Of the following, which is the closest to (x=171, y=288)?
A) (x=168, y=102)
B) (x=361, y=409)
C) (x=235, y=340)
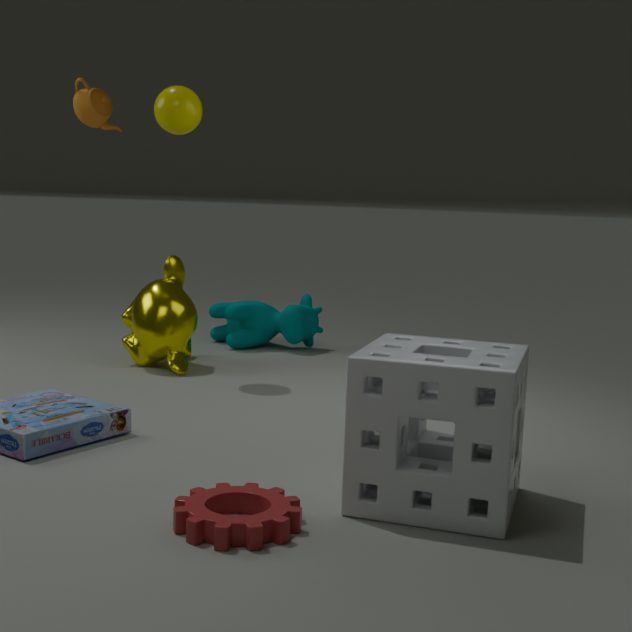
(x=235, y=340)
